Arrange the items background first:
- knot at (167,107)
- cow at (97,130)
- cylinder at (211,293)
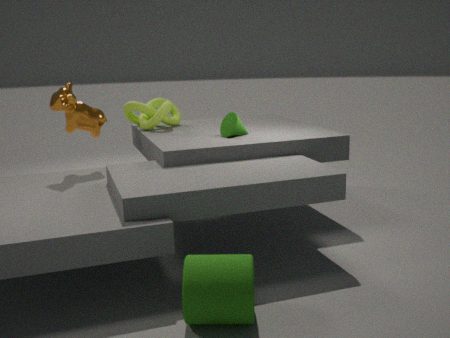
knot at (167,107), cow at (97,130), cylinder at (211,293)
